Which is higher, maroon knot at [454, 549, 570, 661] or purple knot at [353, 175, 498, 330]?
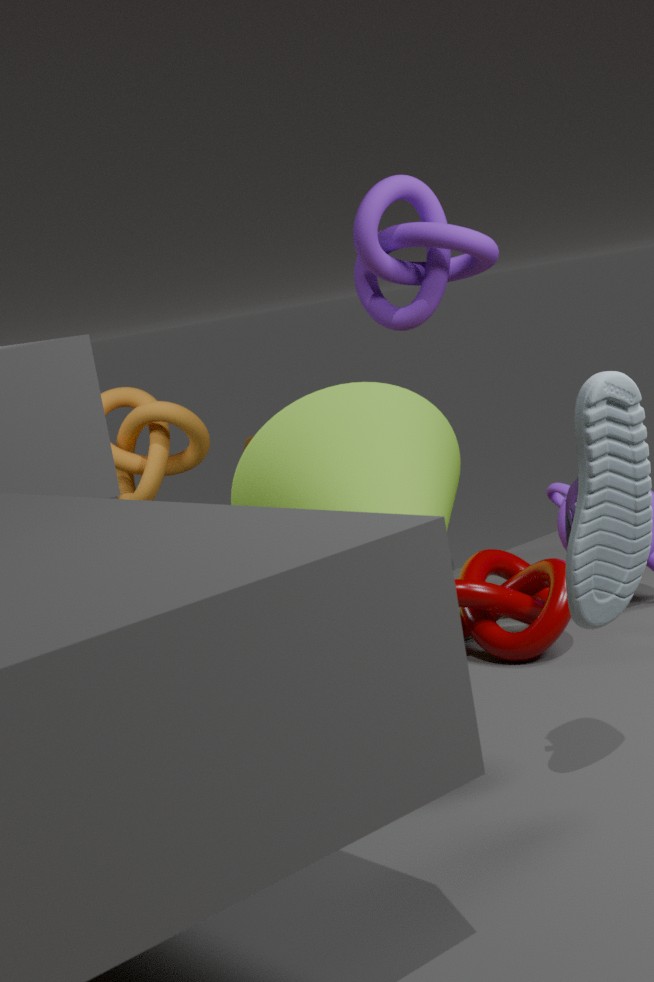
purple knot at [353, 175, 498, 330]
